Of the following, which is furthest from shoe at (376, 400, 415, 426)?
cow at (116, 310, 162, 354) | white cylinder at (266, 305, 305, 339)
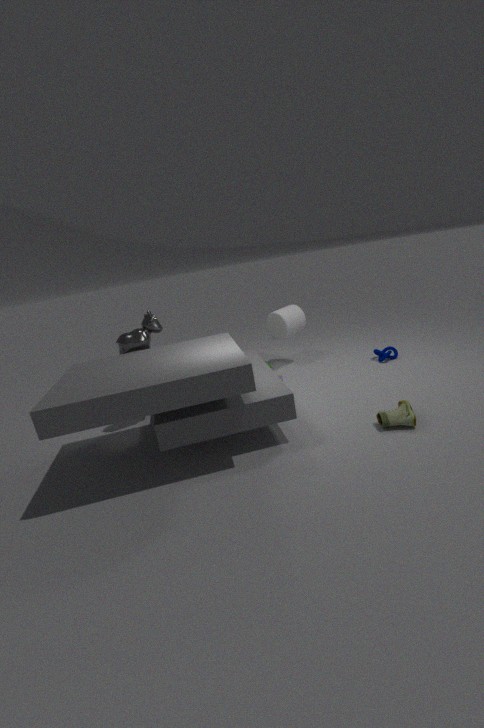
cow at (116, 310, 162, 354)
